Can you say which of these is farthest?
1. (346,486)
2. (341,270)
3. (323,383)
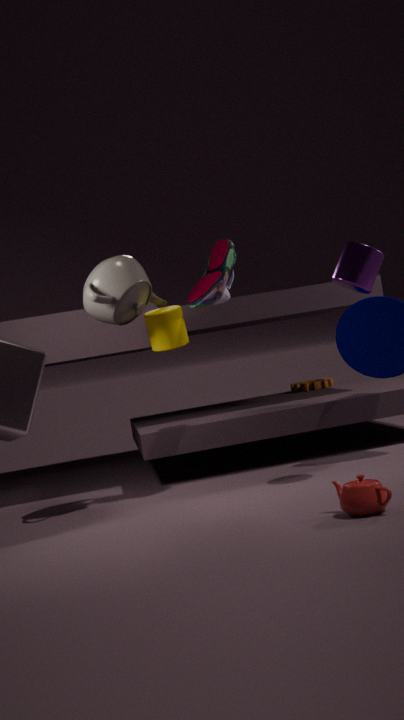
(323,383)
